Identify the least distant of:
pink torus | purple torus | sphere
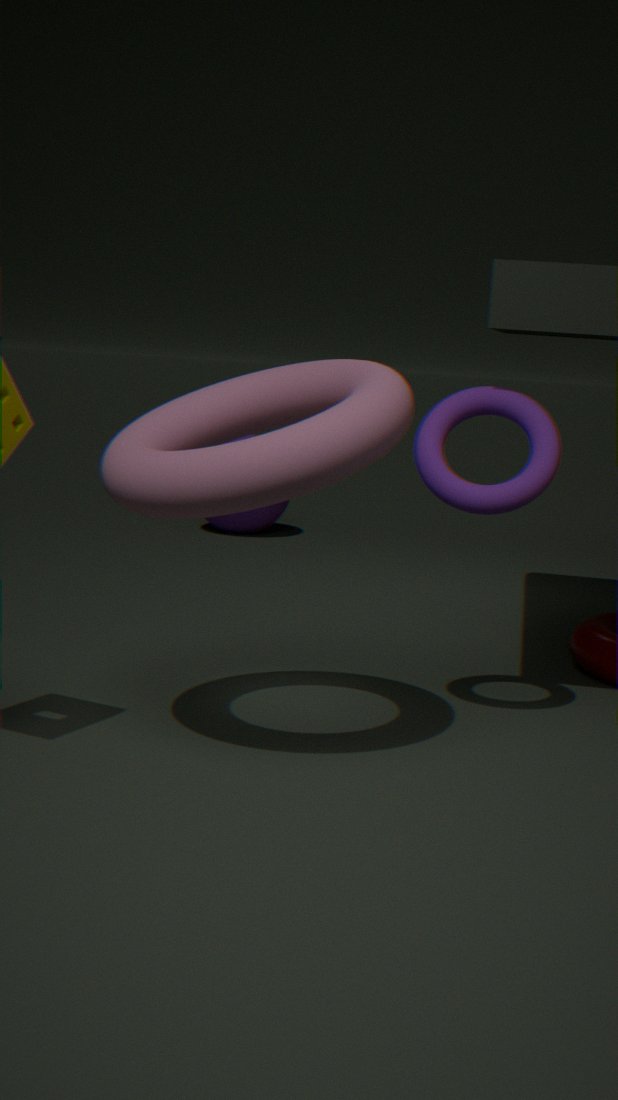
pink torus
